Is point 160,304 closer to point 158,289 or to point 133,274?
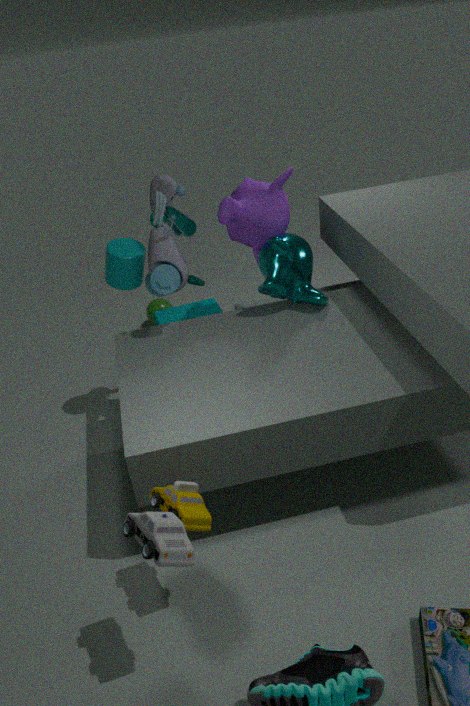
point 133,274
